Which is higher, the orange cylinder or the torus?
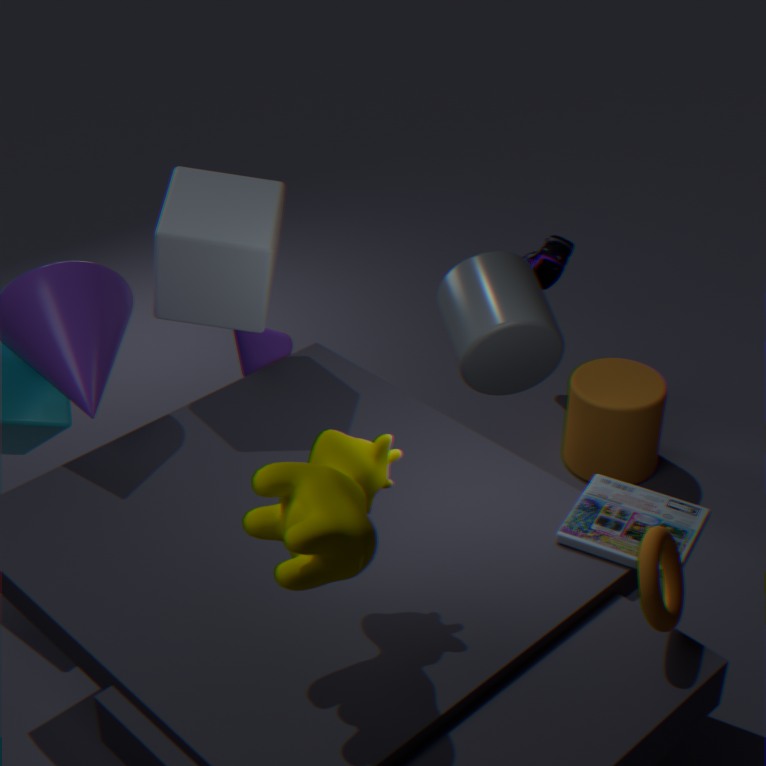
the torus
